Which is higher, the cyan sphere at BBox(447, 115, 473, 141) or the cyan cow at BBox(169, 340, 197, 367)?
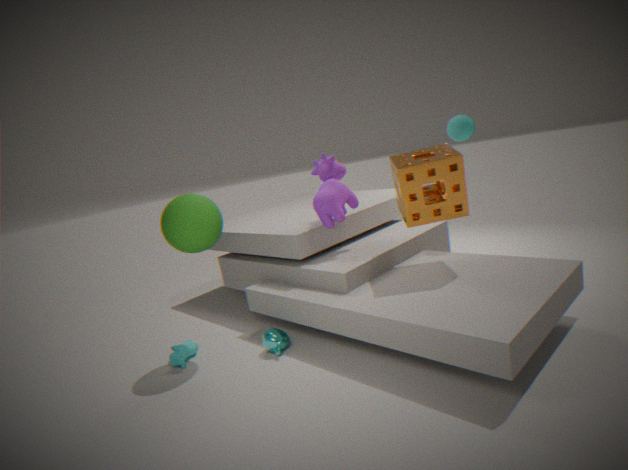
the cyan sphere at BBox(447, 115, 473, 141)
